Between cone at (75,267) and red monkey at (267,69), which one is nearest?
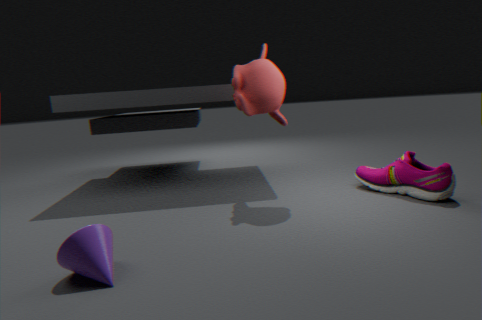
cone at (75,267)
